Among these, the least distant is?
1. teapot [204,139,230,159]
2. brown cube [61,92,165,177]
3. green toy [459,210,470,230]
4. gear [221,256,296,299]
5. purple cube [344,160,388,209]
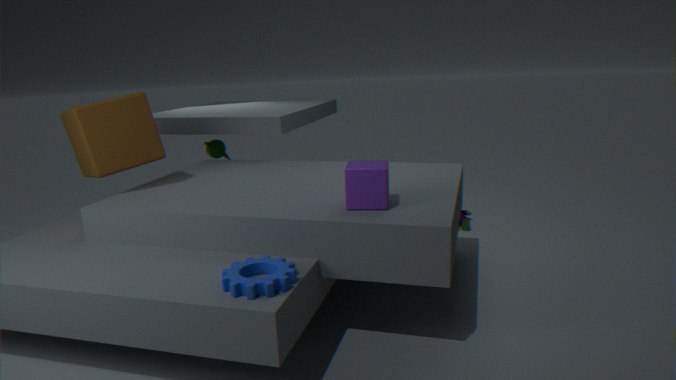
gear [221,256,296,299]
